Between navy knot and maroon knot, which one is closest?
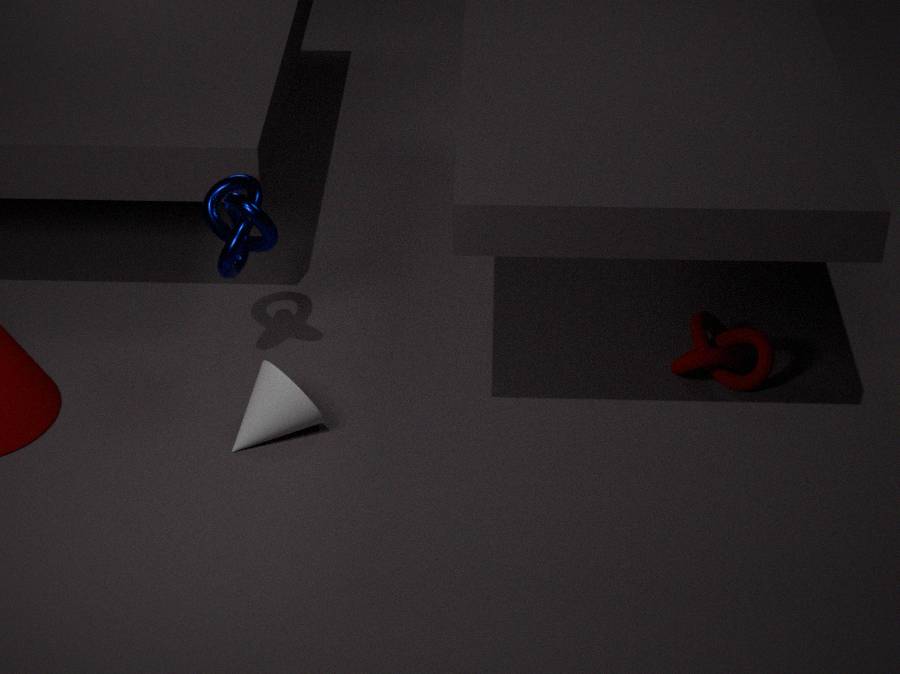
navy knot
